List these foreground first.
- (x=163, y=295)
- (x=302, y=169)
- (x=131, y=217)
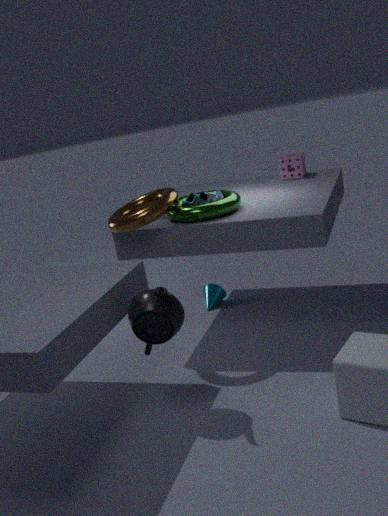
1. (x=163, y=295)
2. (x=131, y=217)
3. (x=302, y=169)
